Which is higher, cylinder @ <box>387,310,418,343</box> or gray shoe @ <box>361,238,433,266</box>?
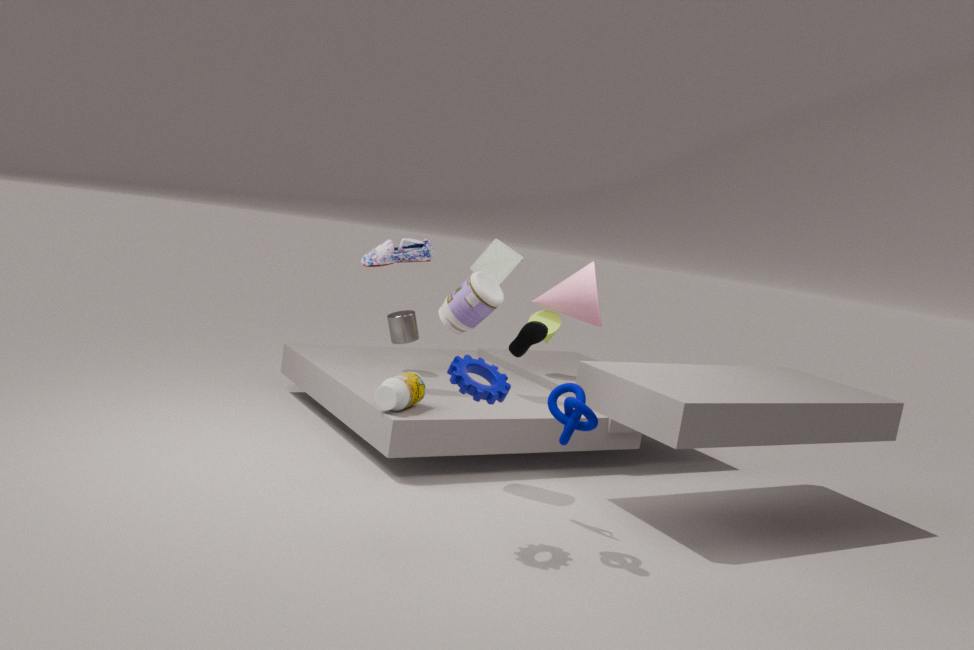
gray shoe @ <box>361,238,433,266</box>
